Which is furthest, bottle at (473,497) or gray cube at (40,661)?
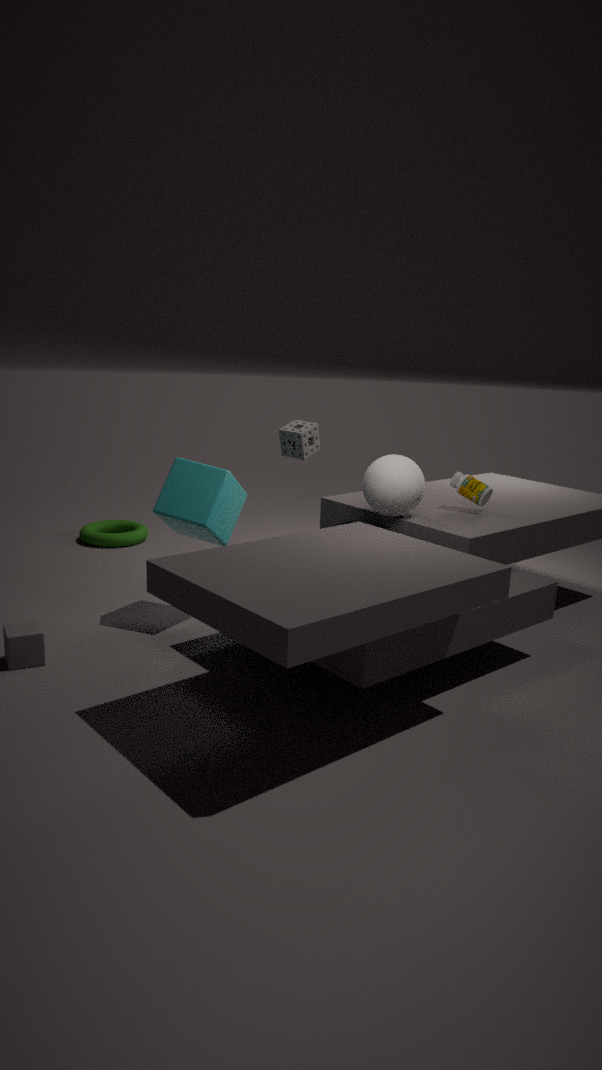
bottle at (473,497)
